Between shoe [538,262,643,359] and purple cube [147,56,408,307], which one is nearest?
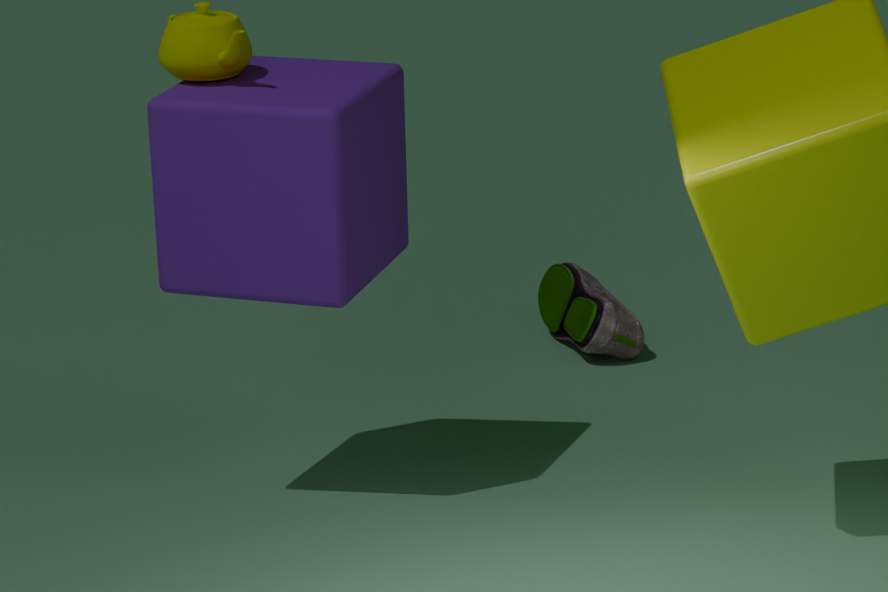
purple cube [147,56,408,307]
